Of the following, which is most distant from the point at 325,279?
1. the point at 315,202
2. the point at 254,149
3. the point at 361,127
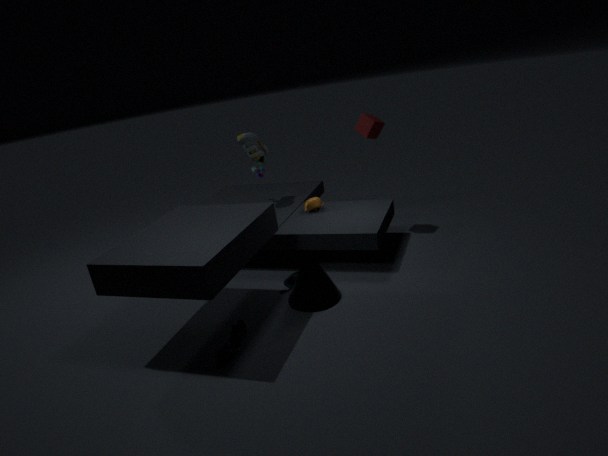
the point at 254,149
